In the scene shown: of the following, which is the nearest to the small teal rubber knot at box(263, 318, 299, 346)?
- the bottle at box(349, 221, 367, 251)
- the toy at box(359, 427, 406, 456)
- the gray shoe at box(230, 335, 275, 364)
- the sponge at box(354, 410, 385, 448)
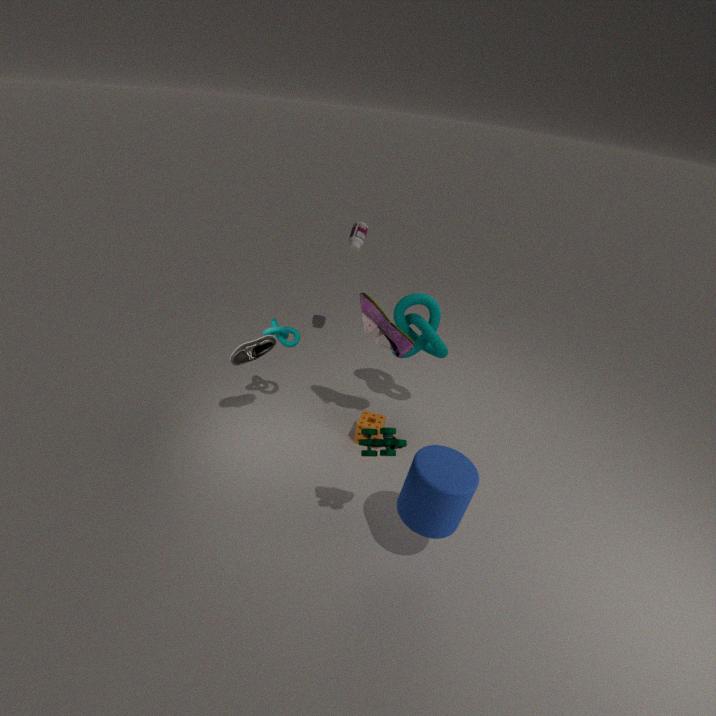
the gray shoe at box(230, 335, 275, 364)
